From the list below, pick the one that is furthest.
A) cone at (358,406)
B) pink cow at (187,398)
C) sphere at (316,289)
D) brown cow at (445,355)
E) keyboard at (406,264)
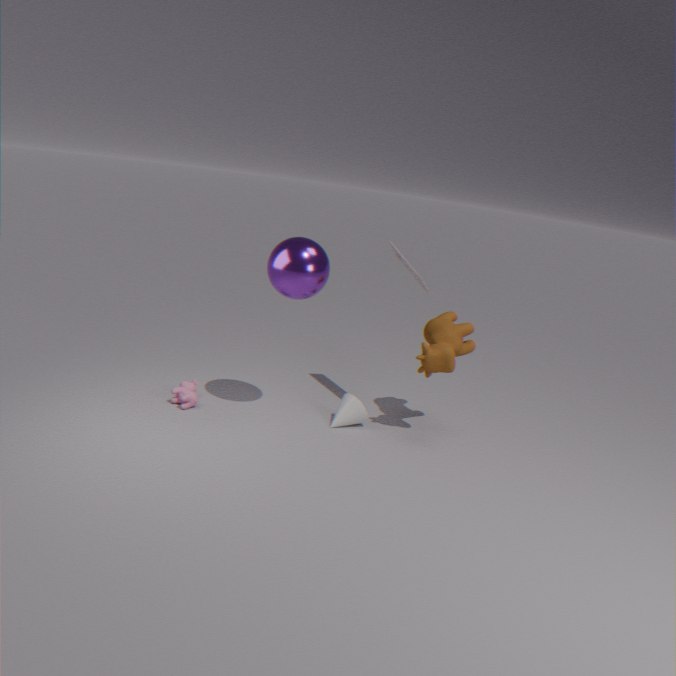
A. cone at (358,406)
